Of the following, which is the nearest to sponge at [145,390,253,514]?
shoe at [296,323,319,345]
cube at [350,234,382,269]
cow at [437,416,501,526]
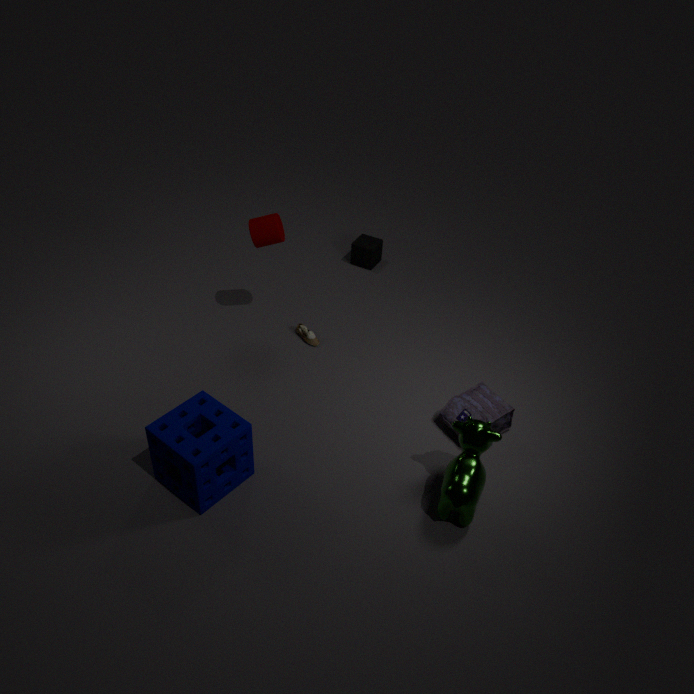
cow at [437,416,501,526]
